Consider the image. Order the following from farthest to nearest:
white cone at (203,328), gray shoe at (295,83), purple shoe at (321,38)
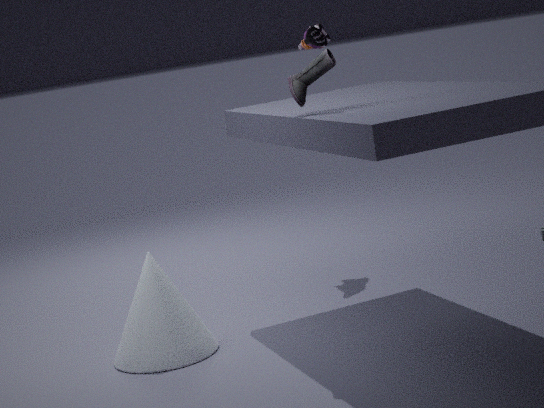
purple shoe at (321,38) < white cone at (203,328) < gray shoe at (295,83)
